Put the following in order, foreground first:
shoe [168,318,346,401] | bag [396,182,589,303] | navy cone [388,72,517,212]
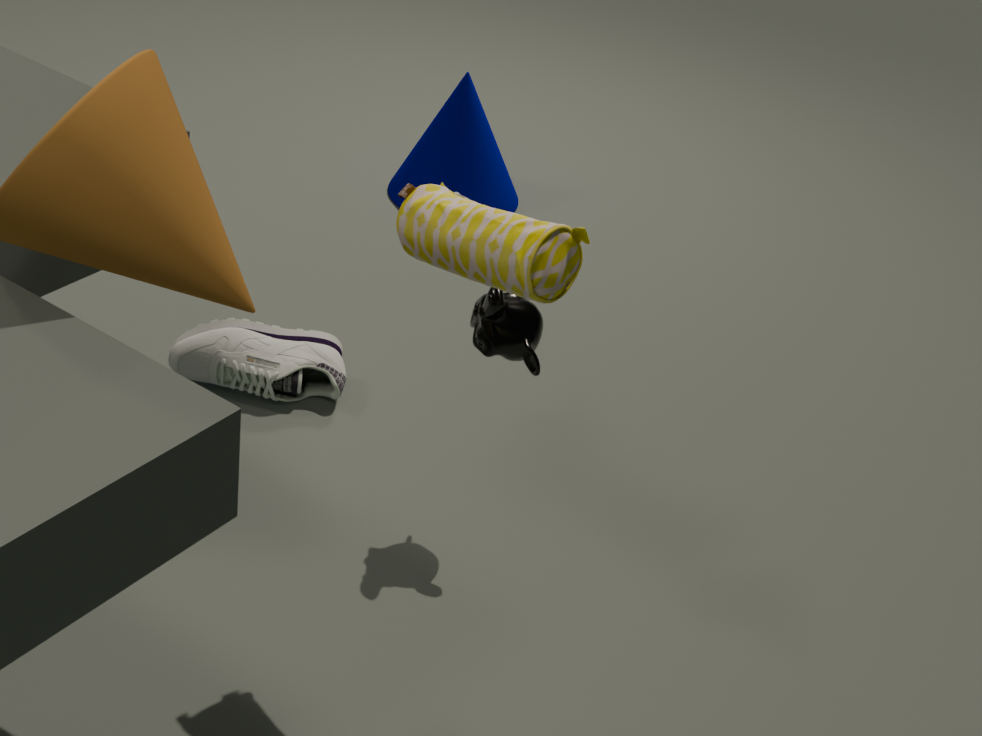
bag [396,182,589,303]
shoe [168,318,346,401]
navy cone [388,72,517,212]
